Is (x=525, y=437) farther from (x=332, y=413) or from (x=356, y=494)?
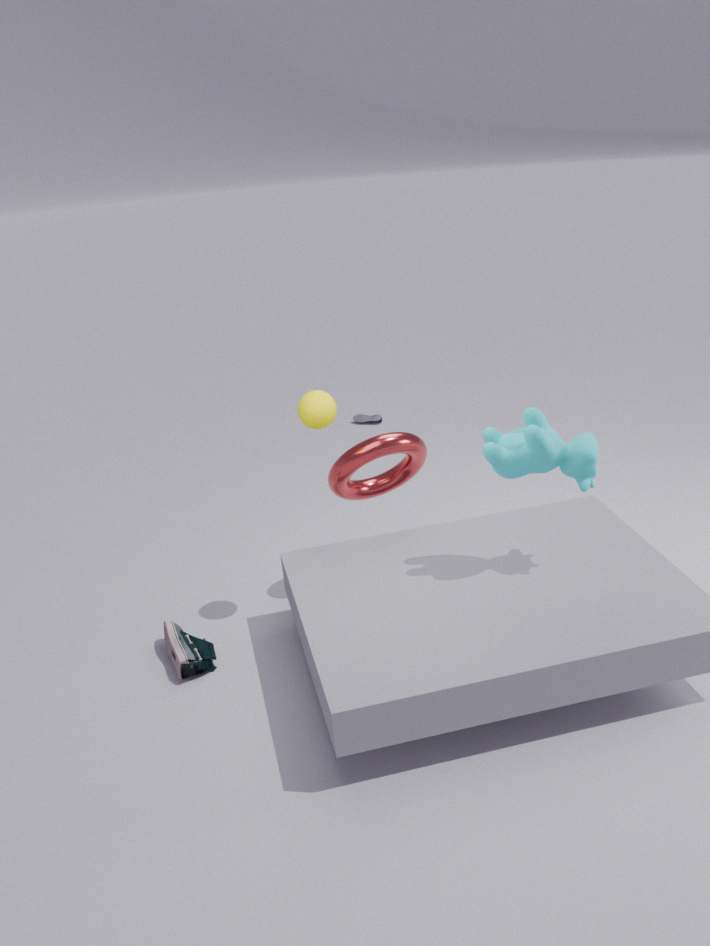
(x=332, y=413)
